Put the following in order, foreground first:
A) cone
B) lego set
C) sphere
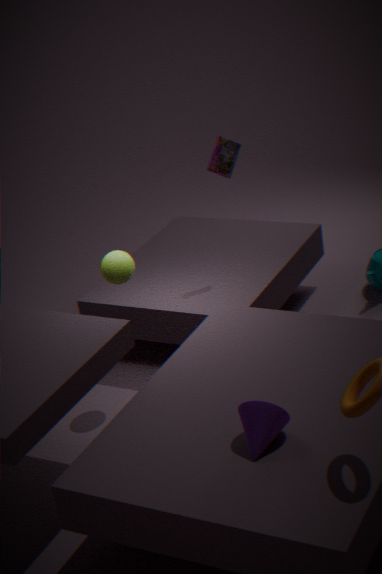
cone → sphere → lego set
